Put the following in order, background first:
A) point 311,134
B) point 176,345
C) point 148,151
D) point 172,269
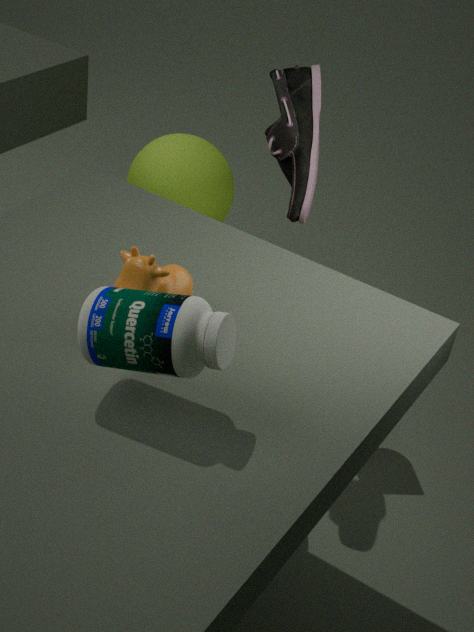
point 148,151 < point 311,134 < point 172,269 < point 176,345
